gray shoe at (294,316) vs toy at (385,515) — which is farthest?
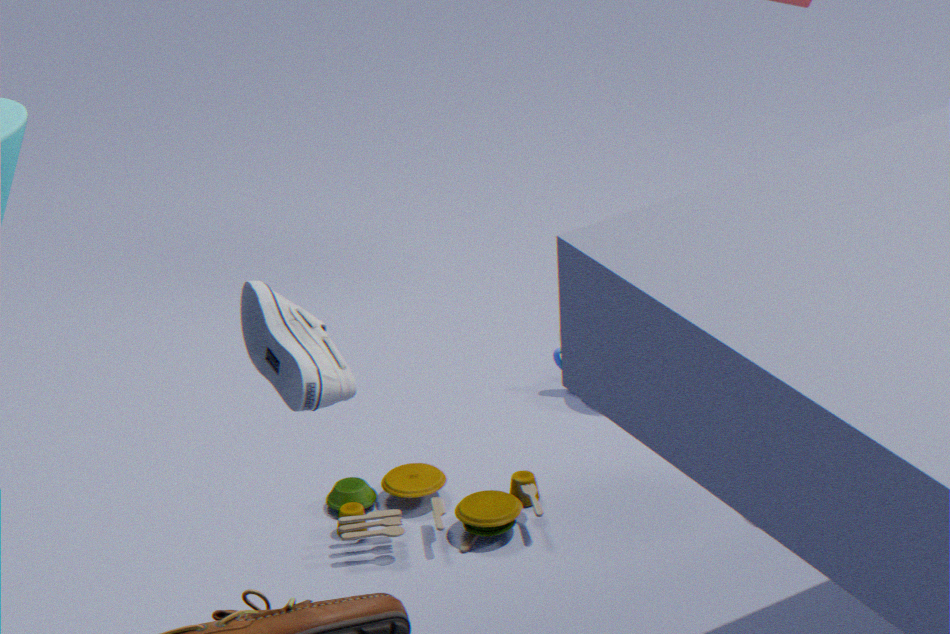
toy at (385,515)
